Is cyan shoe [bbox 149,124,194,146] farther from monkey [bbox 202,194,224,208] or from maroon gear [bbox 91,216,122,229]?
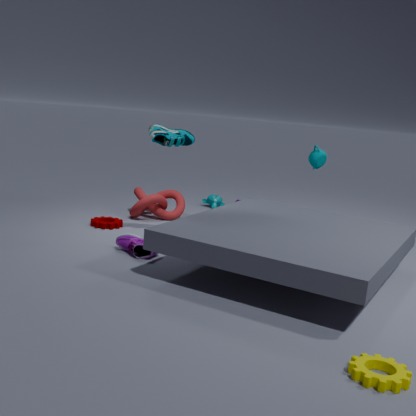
monkey [bbox 202,194,224,208]
